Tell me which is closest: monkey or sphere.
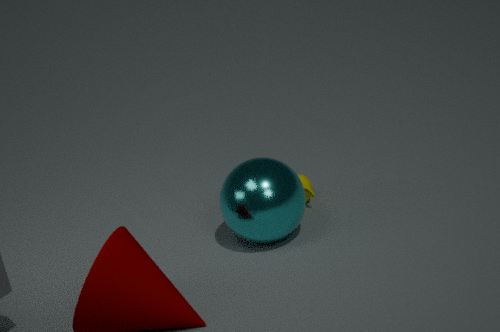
sphere
